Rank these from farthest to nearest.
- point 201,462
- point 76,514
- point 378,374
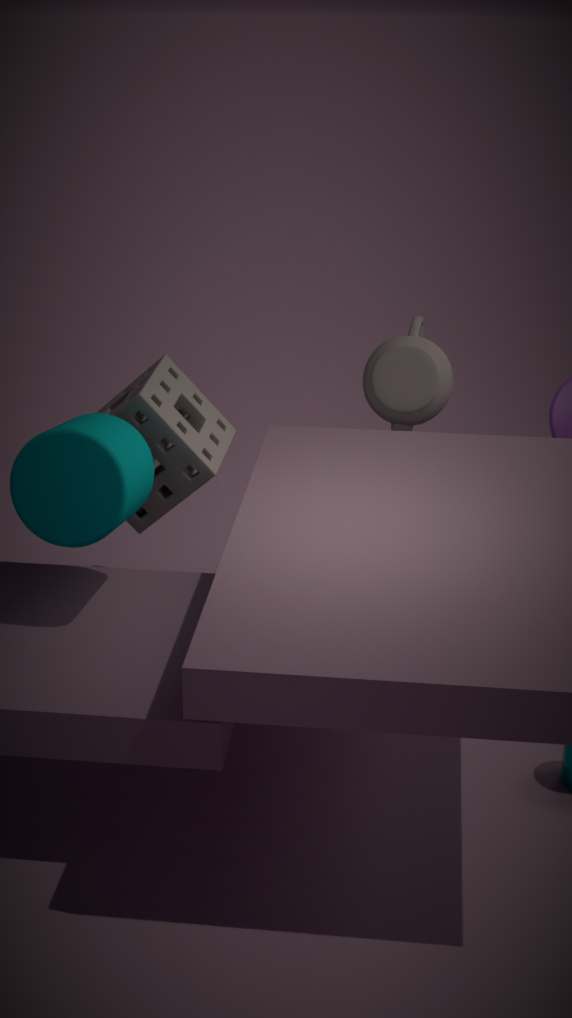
point 378,374 < point 201,462 < point 76,514
